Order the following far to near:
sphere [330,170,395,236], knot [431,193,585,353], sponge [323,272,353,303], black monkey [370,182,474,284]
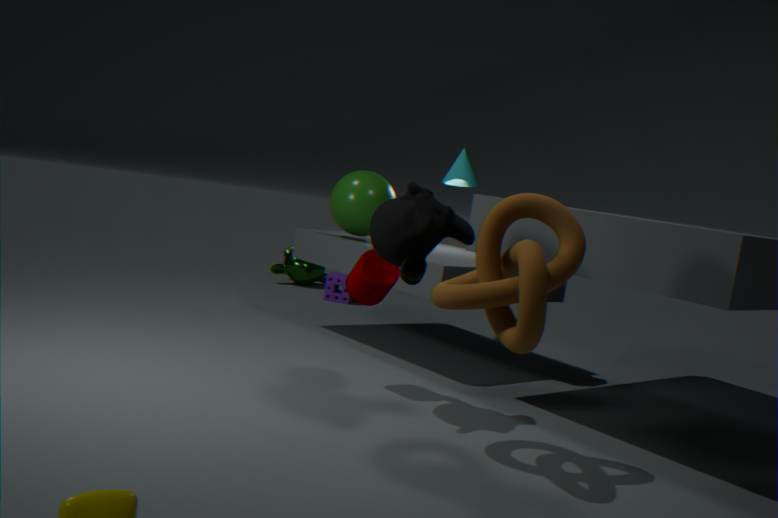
sponge [323,272,353,303]
sphere [330,170,395,236]
black monkey [370,182,474,284]
knot [431,193,585,353]
